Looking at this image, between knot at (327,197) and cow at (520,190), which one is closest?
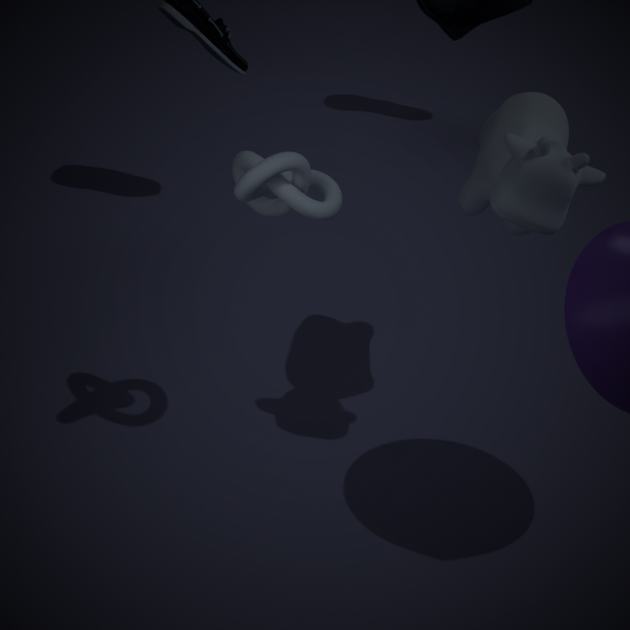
knot at (327,197)
